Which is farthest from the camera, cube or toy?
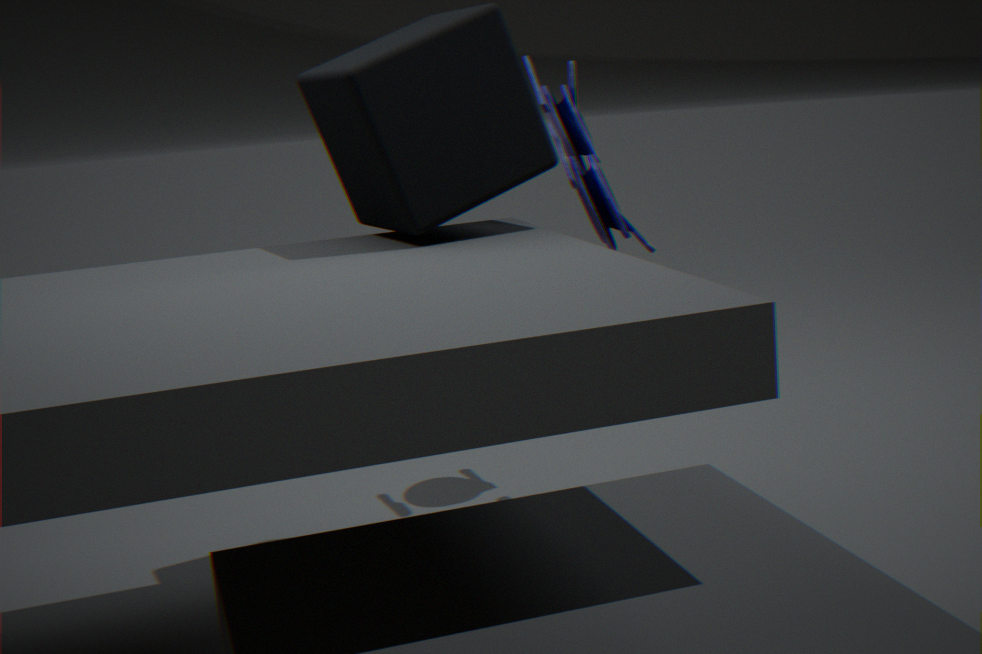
toy
